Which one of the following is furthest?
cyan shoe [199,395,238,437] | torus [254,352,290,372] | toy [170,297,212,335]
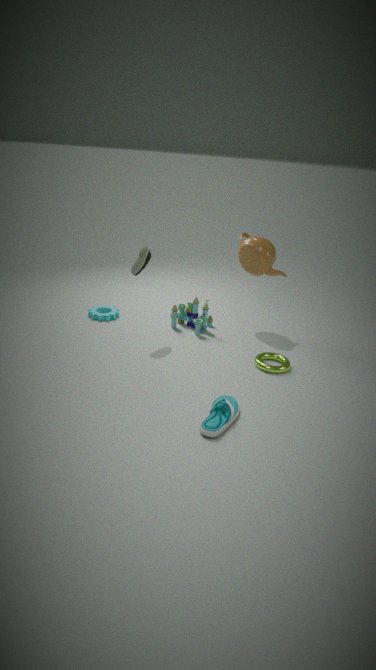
toy [170,297,212,335]
